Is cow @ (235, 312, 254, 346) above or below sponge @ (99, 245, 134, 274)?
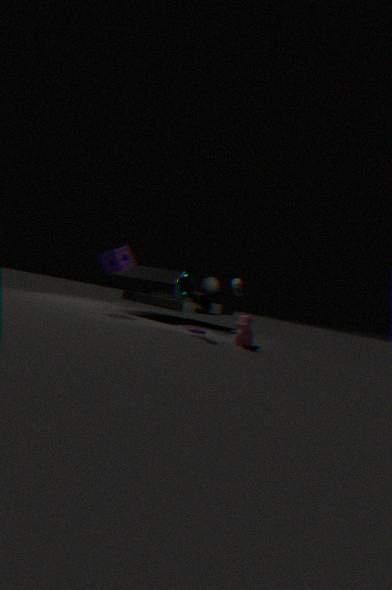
below
